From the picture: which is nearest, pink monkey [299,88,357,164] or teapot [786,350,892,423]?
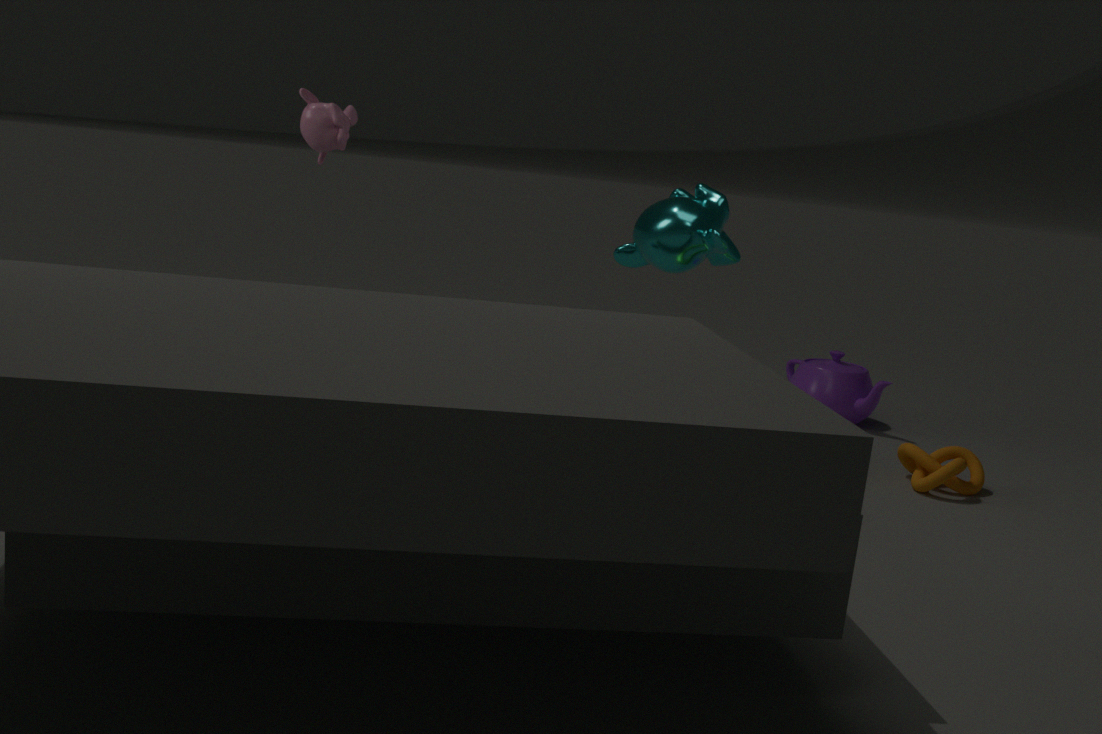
pink monkey [299,88,357,164]
